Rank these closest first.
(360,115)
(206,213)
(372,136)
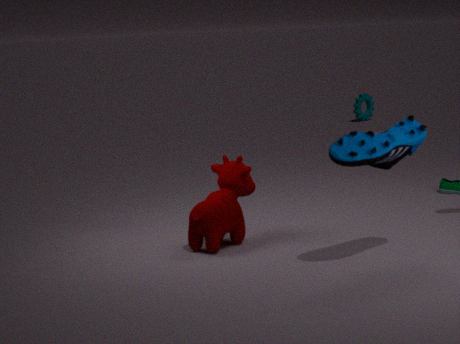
(372,136) < (206,213) < (360,115)
